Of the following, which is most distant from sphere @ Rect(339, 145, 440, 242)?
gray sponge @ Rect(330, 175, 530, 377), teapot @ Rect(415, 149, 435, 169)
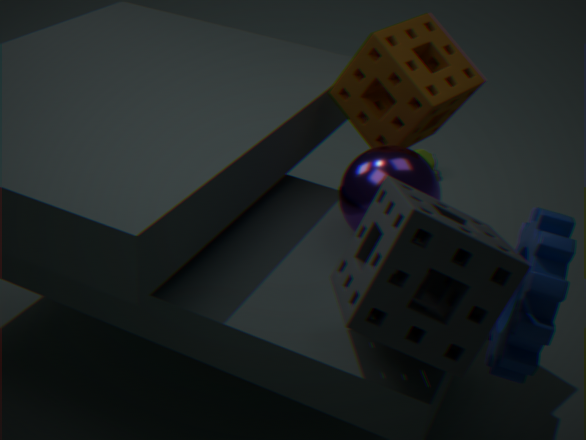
teapot @ Rect(415, 149, 435, 169)
